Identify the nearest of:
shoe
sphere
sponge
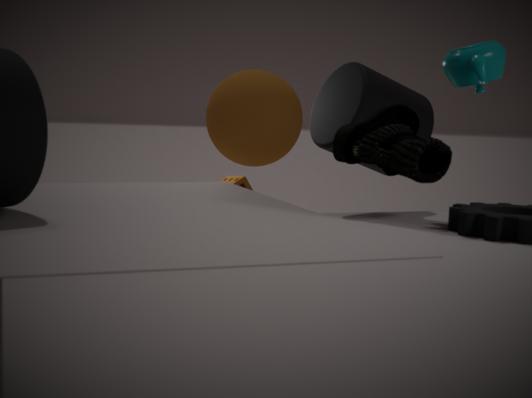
shoe
